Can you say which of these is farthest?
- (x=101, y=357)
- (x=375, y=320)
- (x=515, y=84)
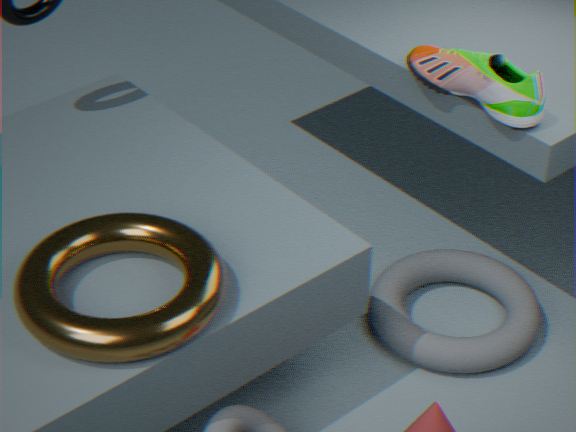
(x=375, y=320)
